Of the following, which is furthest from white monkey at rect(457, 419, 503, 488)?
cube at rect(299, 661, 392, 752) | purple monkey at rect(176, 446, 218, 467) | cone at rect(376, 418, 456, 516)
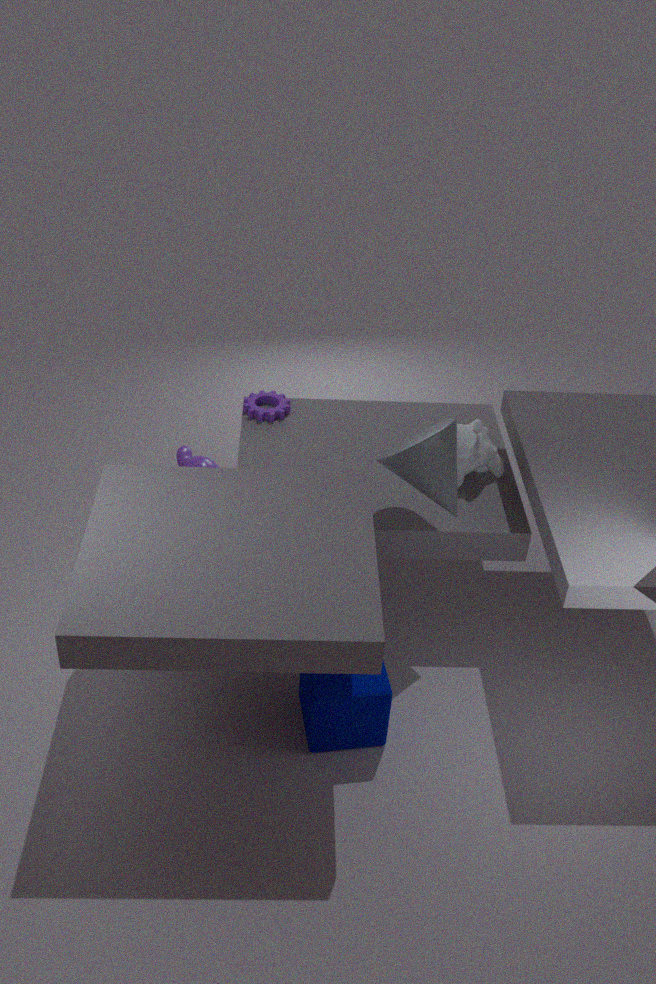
purple monkey at rect(176, 446, 218, 467)
